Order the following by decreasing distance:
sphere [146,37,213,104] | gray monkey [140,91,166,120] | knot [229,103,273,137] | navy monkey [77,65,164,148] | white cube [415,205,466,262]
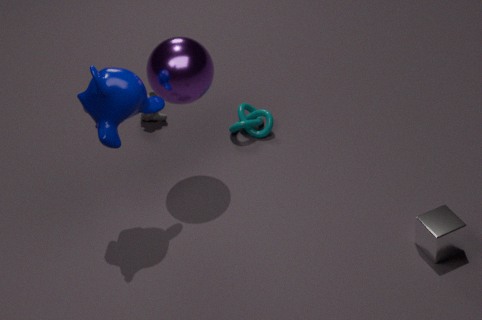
1. gray monkey [140,91,166,120]
2. knot [229,103,273,137]
3. sphere [146,37,213,104]
4. white cube [415,205,466,262]
5. navy monkey [77,65,164,148]
